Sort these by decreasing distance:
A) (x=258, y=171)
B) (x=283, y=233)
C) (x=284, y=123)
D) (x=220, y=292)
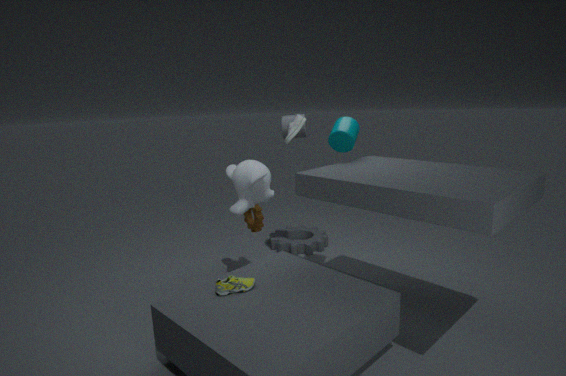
(x=283, y=233), (x=284, y=123), (x=258, y=171), (x=220, y=292)
